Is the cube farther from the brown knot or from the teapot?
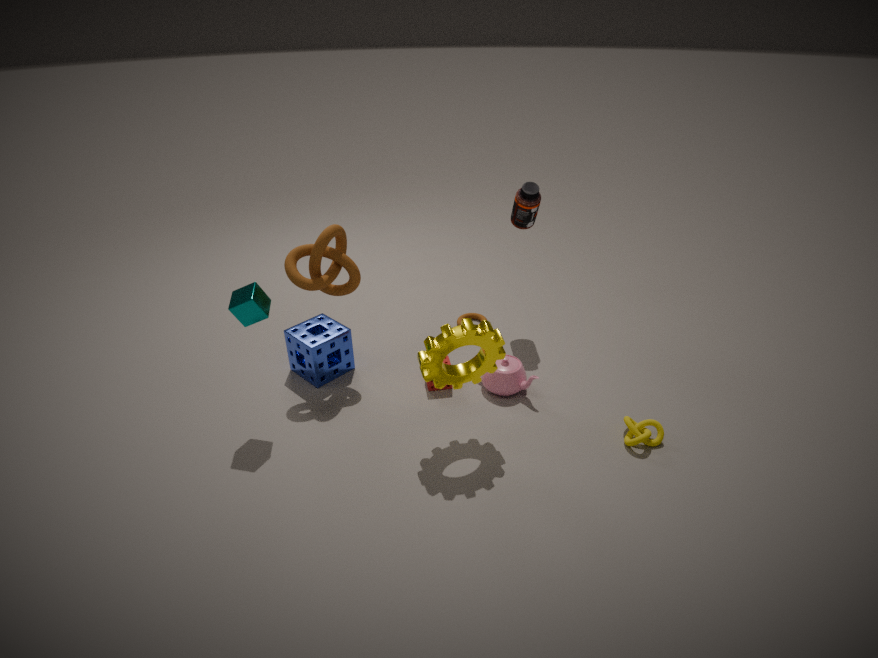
the teapot
